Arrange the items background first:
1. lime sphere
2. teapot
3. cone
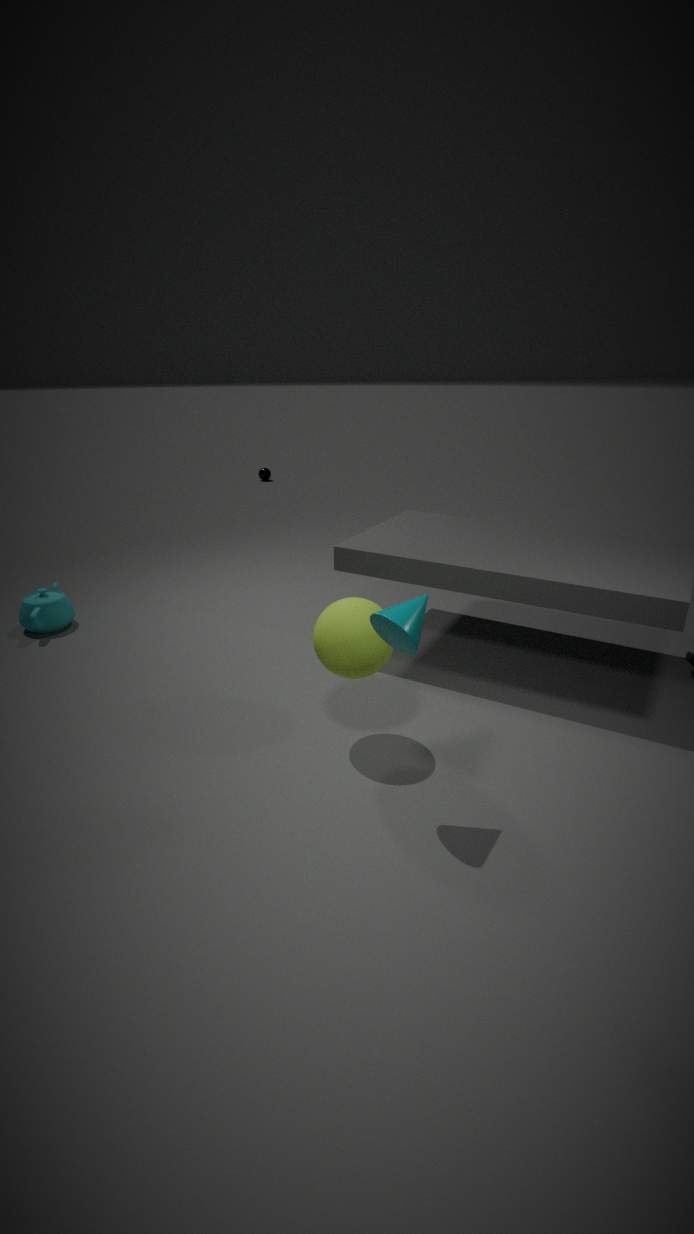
teapot < lime sphere < cone
